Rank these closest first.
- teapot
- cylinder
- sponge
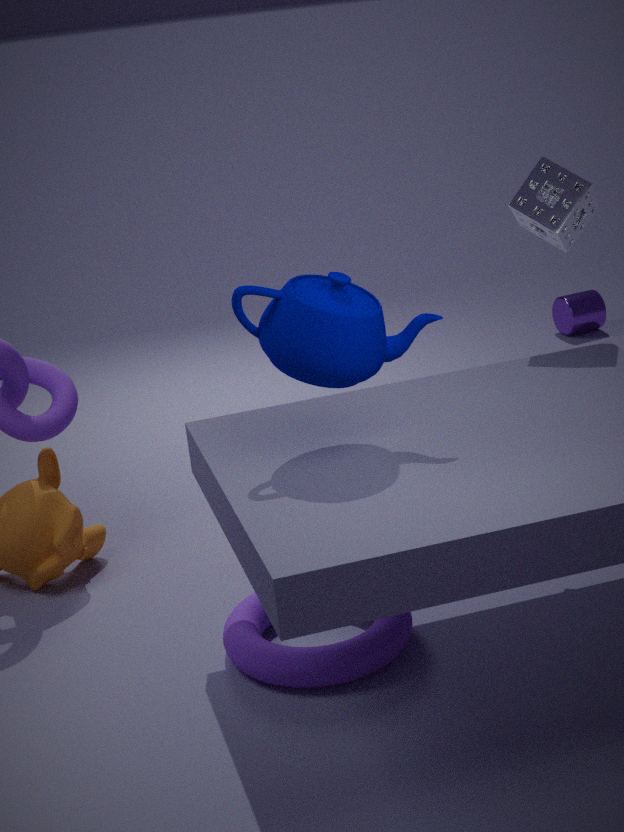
teapot → sponge → cylinder
